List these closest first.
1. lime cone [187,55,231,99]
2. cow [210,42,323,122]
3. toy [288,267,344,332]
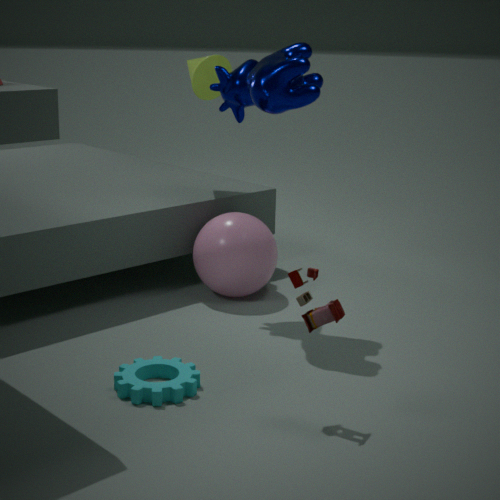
1. toy [288,267,344,332]
2. cow [210,42,323,122]
3. lime cone [187,55,231,99]
